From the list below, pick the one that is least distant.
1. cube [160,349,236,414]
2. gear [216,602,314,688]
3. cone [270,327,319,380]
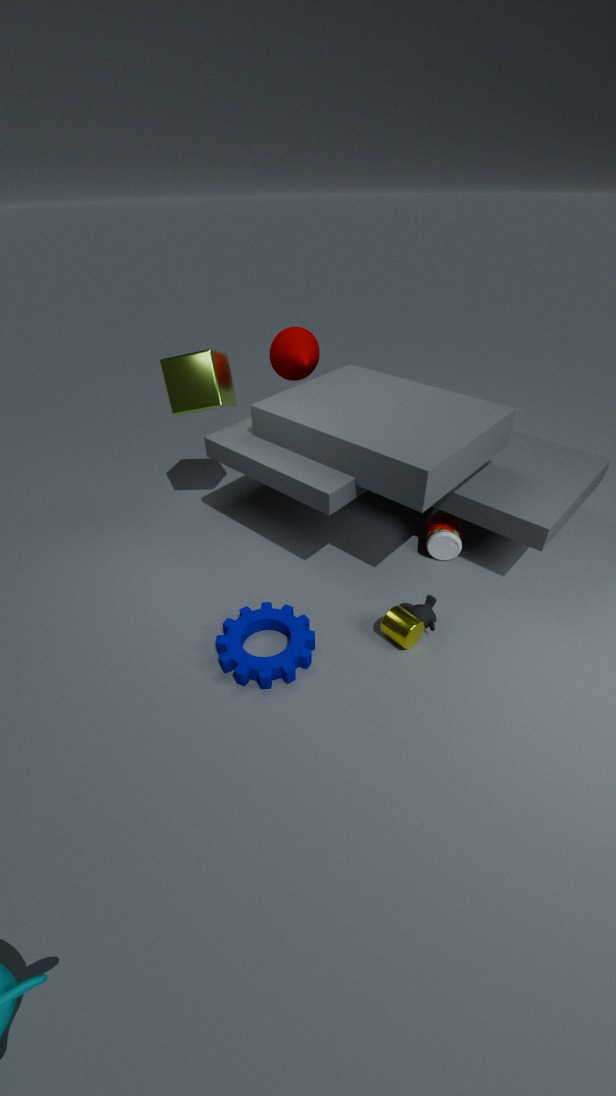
gear [216,602,314,688]
